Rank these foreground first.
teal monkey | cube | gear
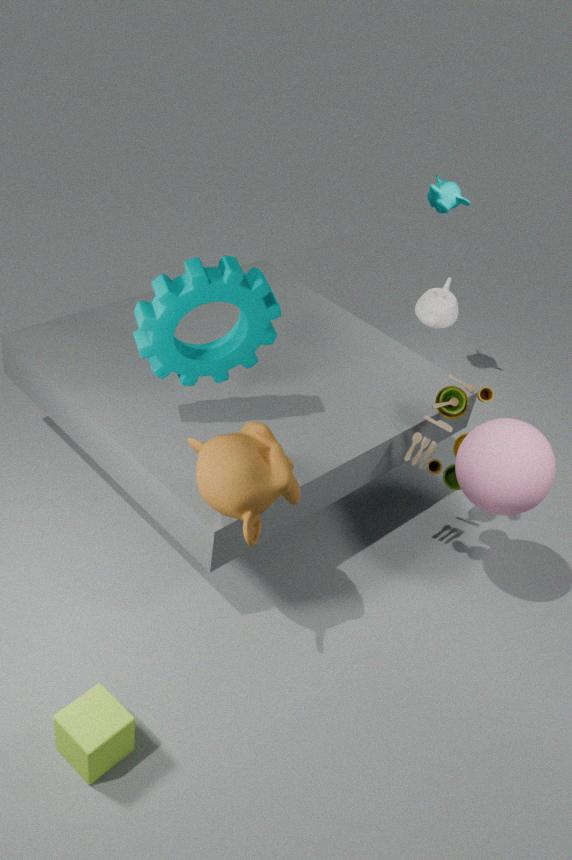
cube < gear < teal monkey
